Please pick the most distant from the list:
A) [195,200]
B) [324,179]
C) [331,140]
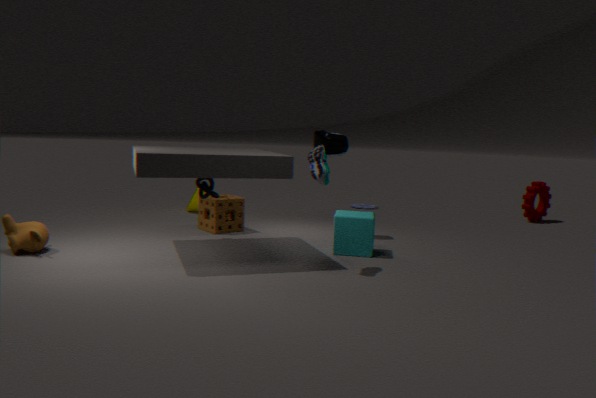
[195,200]
